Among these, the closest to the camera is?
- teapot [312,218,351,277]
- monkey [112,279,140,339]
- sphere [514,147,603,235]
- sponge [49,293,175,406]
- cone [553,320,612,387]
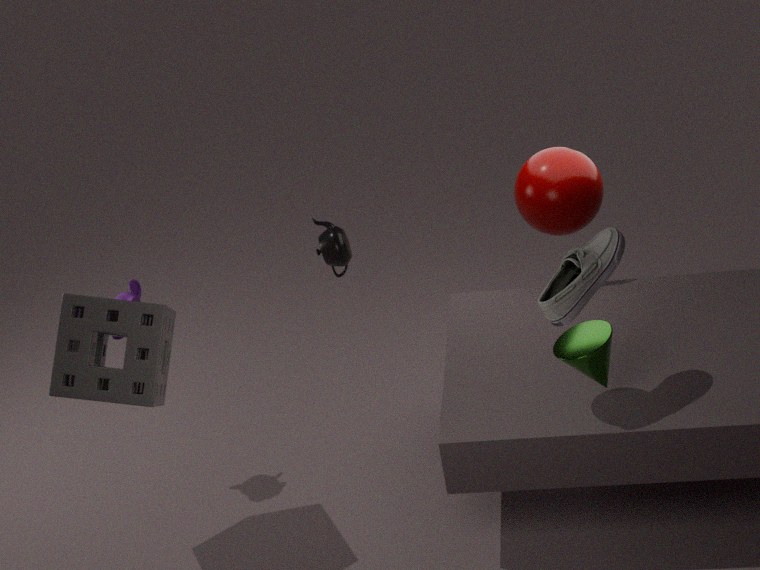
cone [553,320,612,387]
